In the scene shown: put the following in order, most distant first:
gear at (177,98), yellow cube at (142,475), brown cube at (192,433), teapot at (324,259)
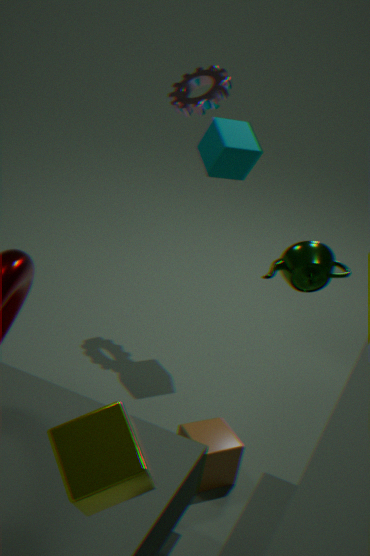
gear at (177,98), brown cube at (192,433), teapot at (324,259), yellow cube at (142,475)
